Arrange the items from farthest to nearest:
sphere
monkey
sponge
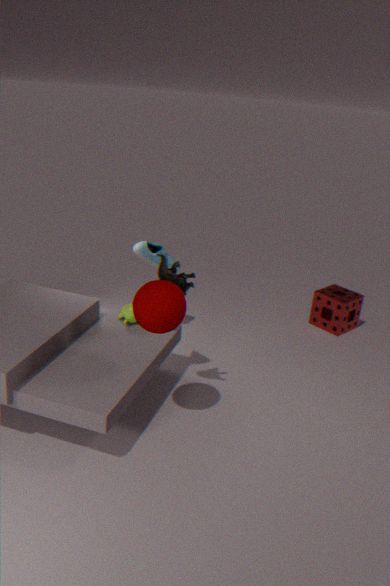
sponge < monkey < sphere
